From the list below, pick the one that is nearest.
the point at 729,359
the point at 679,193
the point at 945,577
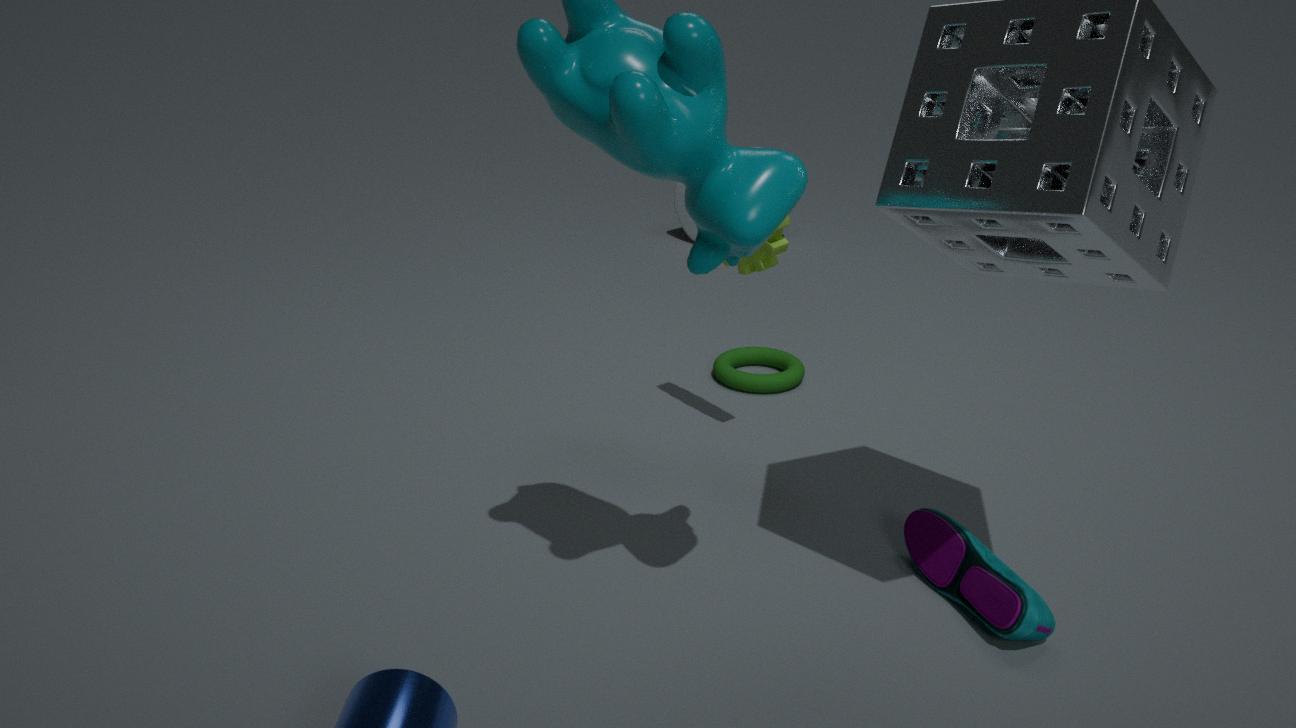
the point at 945,577
